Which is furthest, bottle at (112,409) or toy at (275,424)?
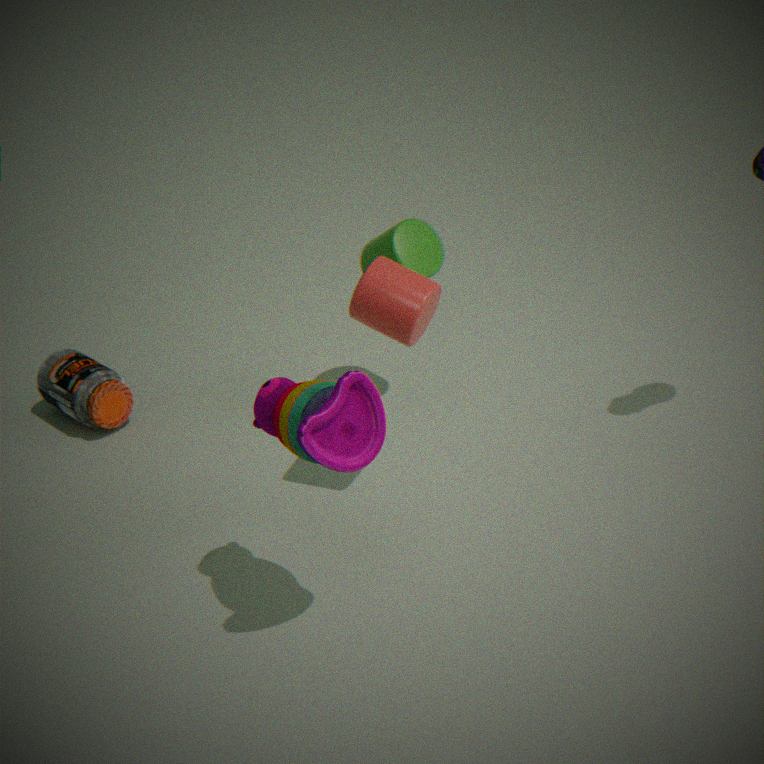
bottle at (112,409)
